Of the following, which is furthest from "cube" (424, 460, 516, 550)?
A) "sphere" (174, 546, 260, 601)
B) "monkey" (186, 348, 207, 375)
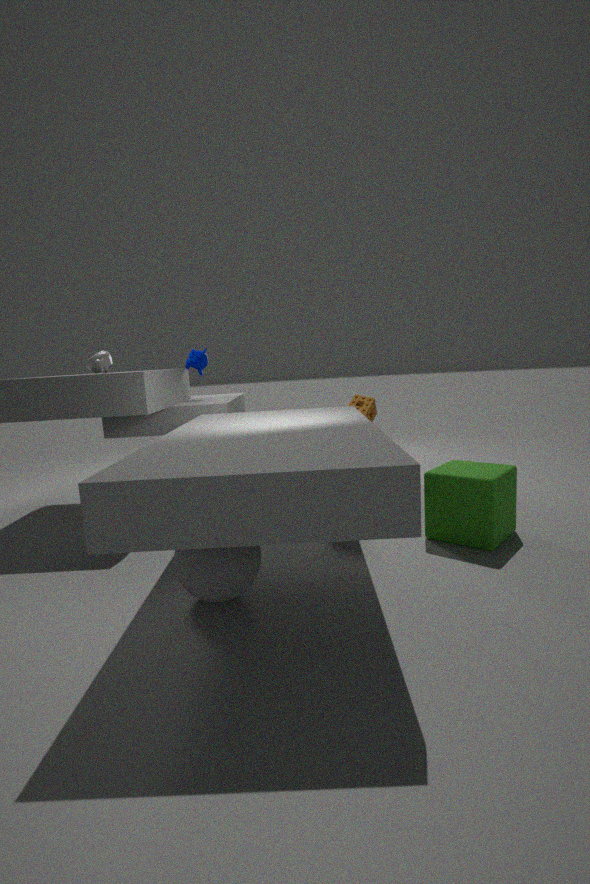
"monkey" (186, 348, 207, 375)
